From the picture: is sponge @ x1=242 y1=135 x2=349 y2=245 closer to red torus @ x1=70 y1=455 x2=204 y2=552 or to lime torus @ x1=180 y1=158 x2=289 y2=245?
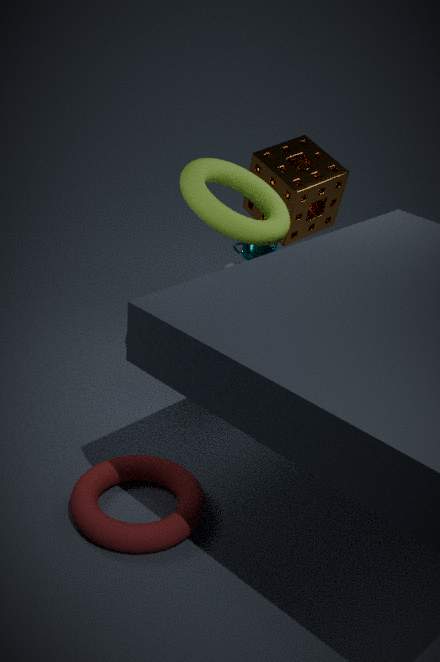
lime torus @ x1=180 y1=158 x2=289 y2=245
